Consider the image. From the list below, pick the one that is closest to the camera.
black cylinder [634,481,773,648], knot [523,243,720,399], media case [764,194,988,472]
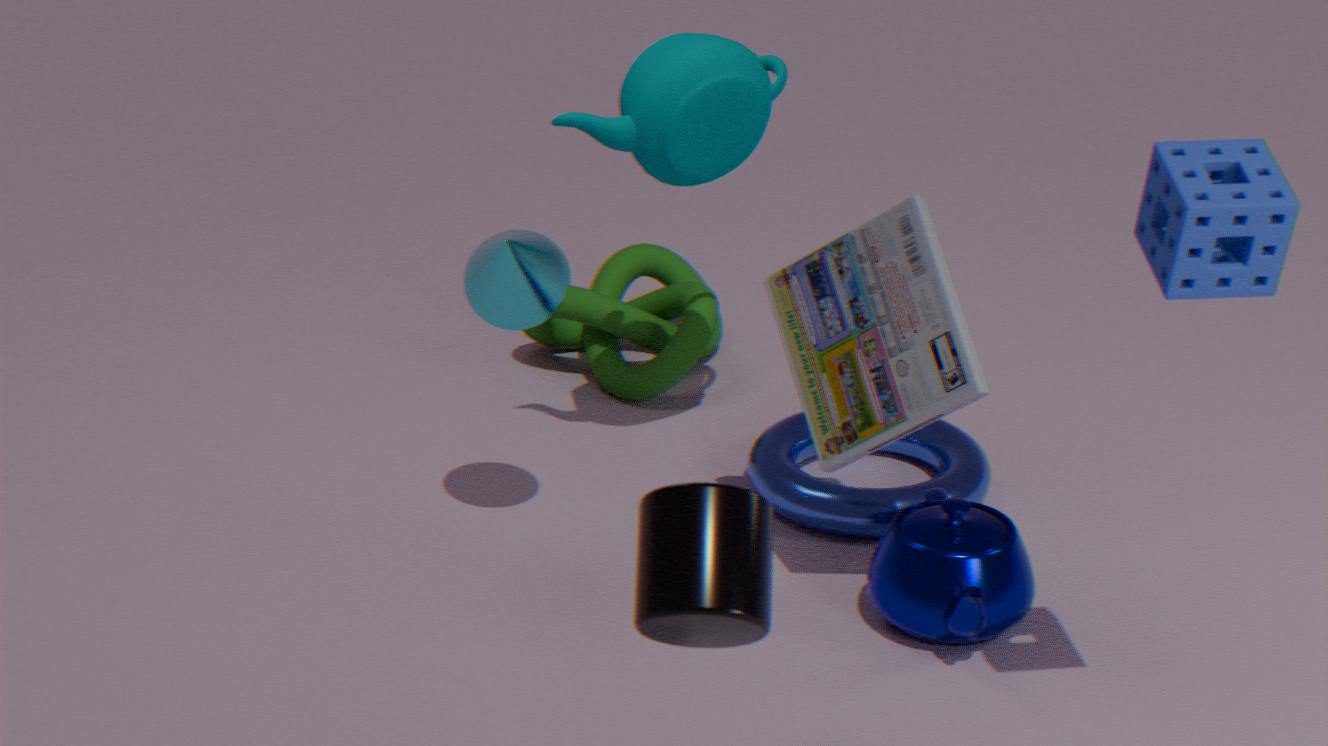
black cylinder [634,481,773,648]
